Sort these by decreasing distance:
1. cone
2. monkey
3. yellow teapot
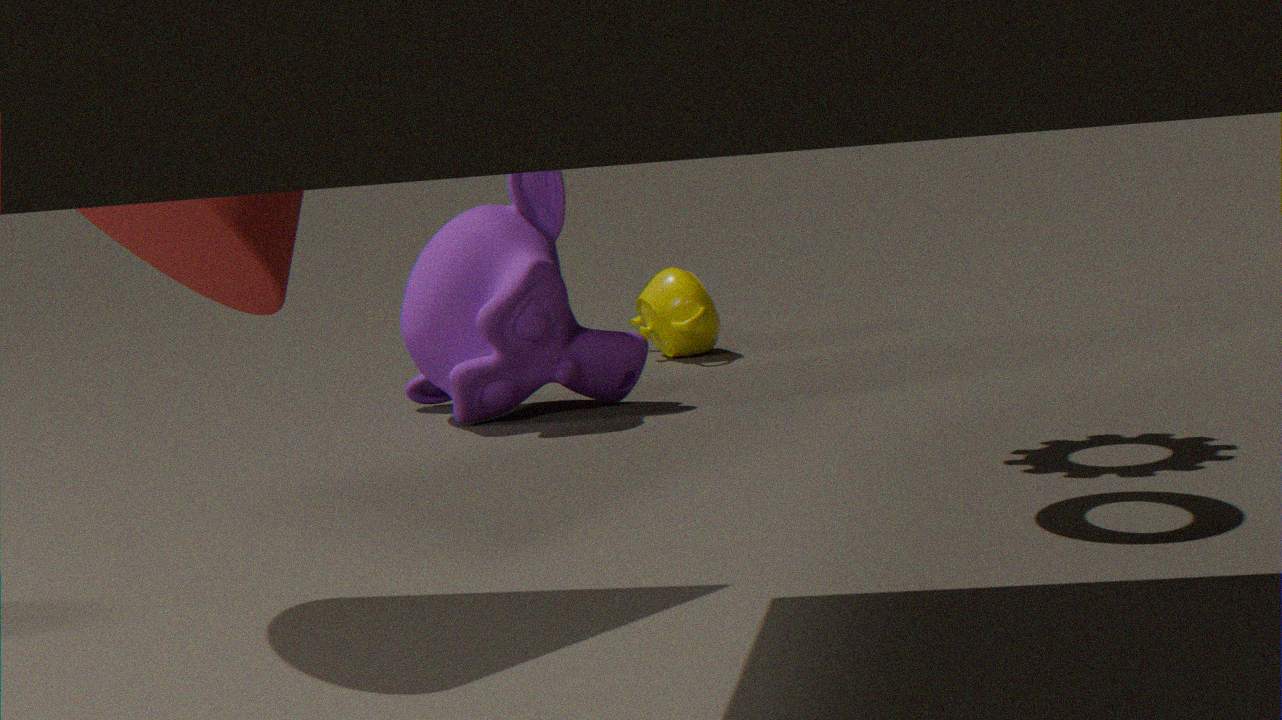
yellow teapot → monkey → cone
